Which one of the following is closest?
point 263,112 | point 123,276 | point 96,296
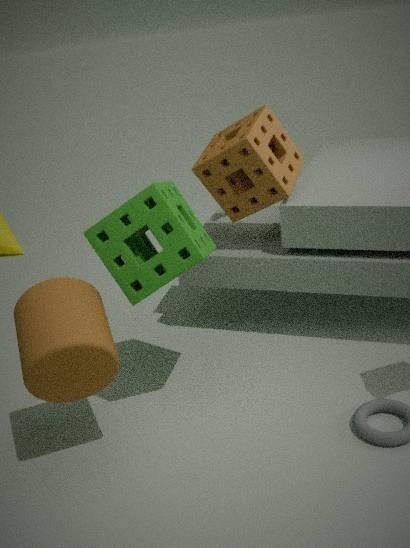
point 96,296
